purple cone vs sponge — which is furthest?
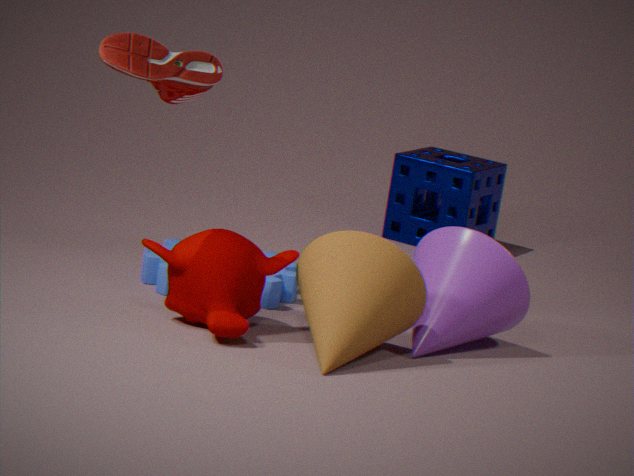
sponge
